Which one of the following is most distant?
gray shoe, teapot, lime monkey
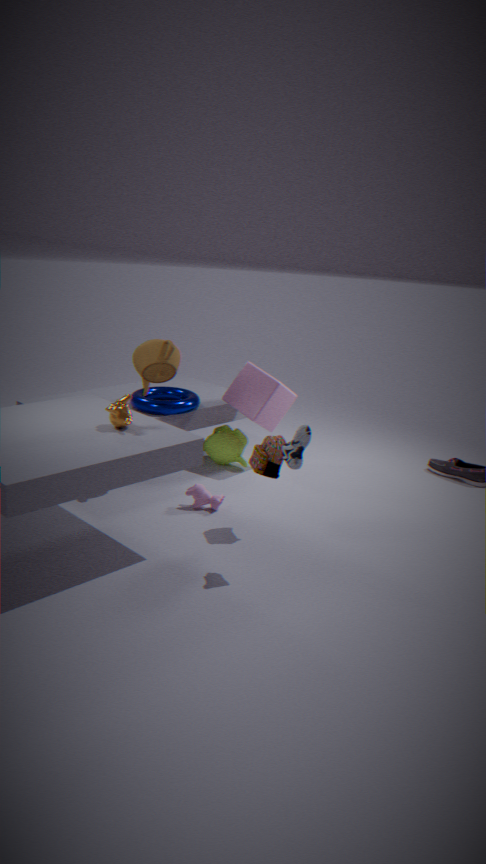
lime monkey
